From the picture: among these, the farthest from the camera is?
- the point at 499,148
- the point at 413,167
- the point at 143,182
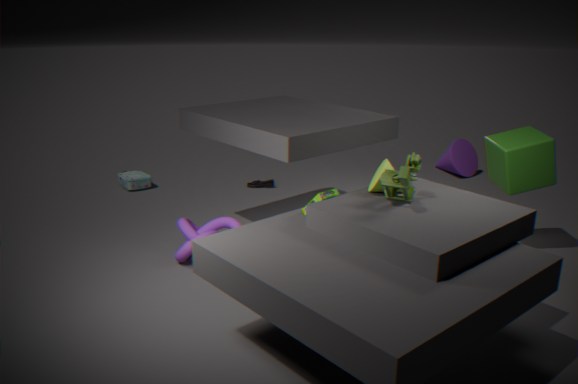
the point at 143,182
